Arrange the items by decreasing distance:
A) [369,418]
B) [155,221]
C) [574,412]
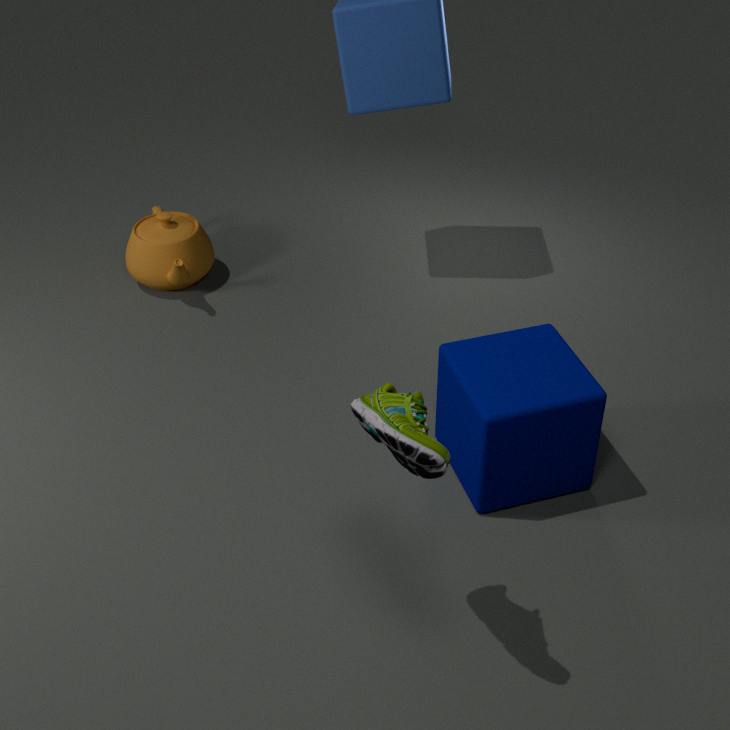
[155,221] → [574,412] → [369,418]
